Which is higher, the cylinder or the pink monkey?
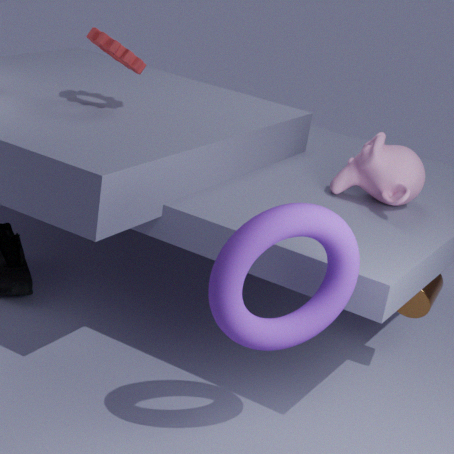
the pink monkey
